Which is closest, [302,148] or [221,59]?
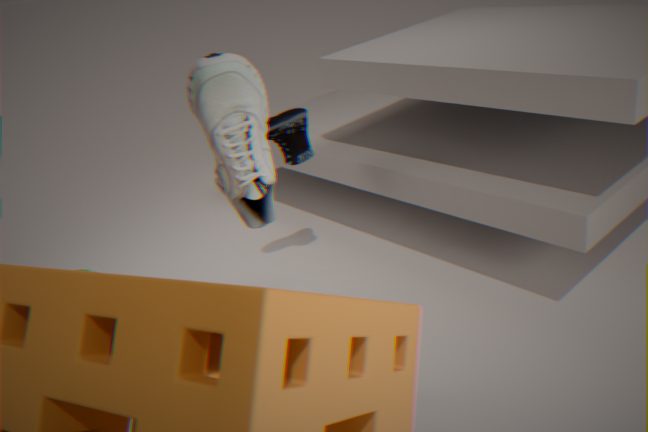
[221,59]
